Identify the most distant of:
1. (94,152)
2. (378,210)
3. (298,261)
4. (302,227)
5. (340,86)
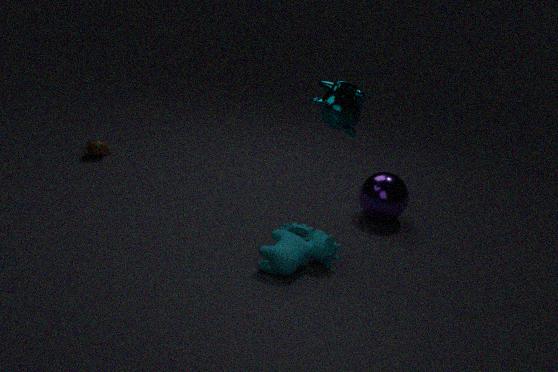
(94,152)
